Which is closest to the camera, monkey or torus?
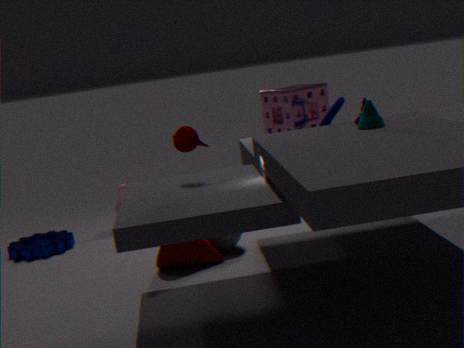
torus
